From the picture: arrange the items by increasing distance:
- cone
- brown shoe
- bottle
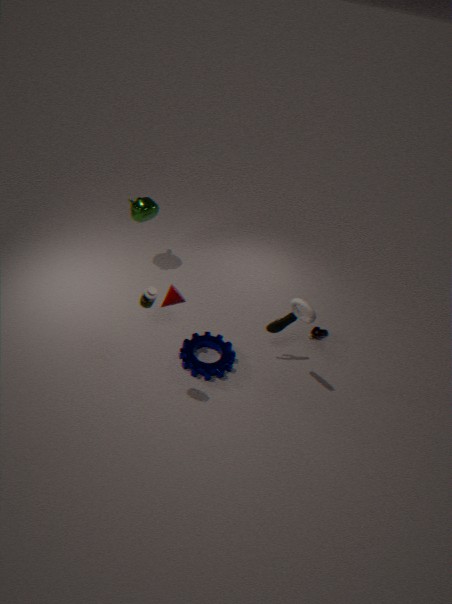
bottle, cone, brown shoe
